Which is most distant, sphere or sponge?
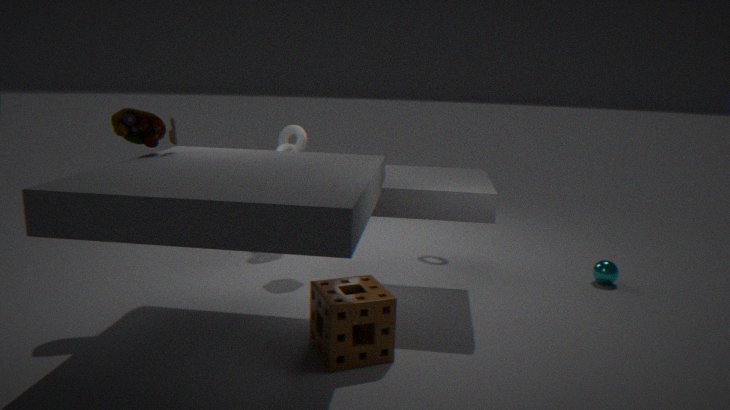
sphere
